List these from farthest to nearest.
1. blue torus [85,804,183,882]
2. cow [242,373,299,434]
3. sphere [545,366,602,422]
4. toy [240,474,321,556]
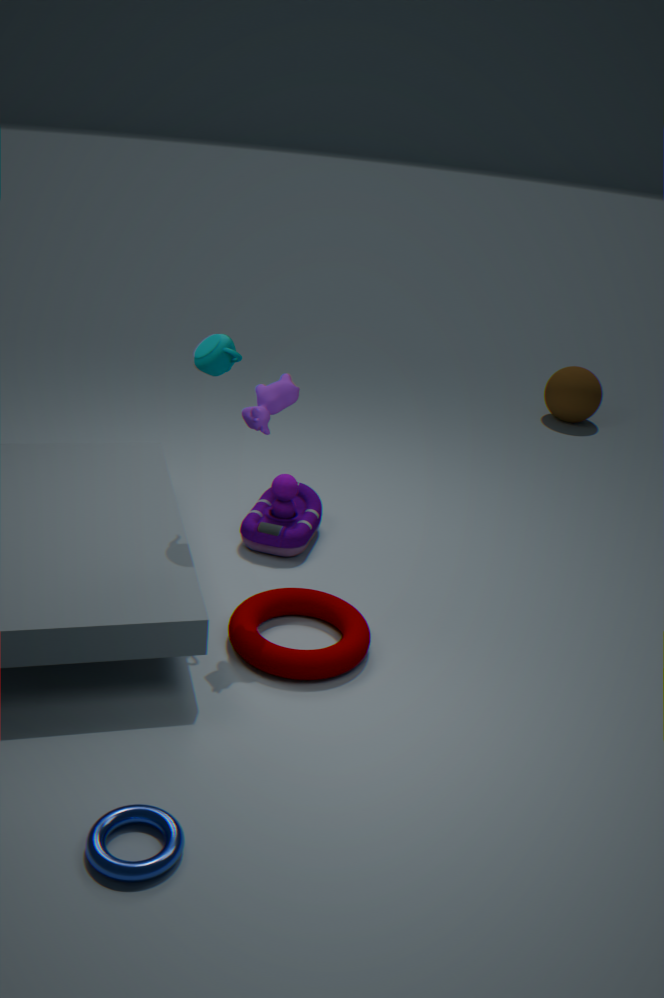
1. sphere [545,366,602,422]
2. toy [240,474,321,556]
3. cow [242,373,299,434]
4. blue torus [85,804,183,882]
